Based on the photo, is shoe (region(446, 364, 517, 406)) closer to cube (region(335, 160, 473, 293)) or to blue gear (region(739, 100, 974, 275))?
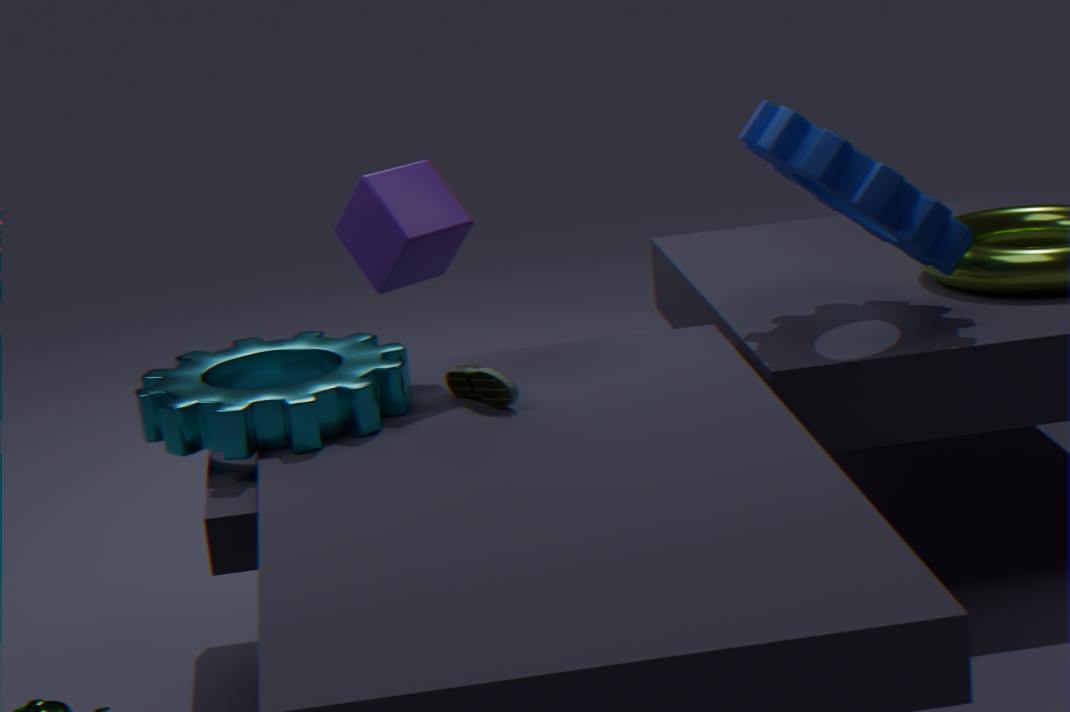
cube (region(335, 160, 473, 293))
